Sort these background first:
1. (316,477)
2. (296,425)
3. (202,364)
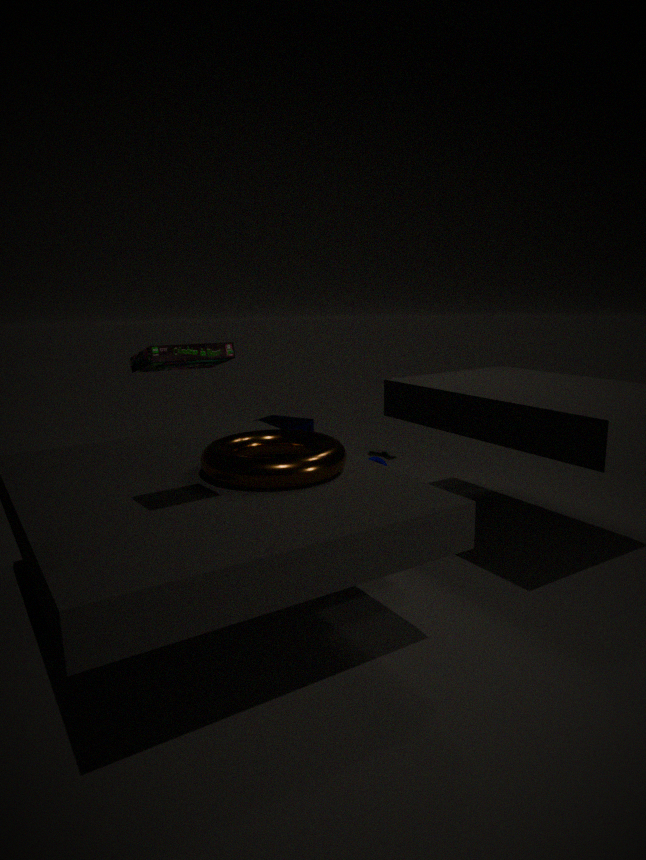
(296,425), (316,477), (202,364)
